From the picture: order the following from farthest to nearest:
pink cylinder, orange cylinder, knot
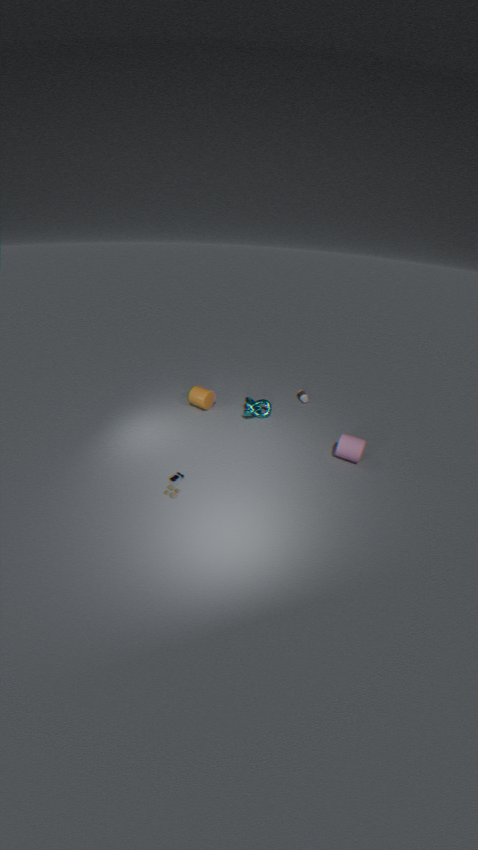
1. orange cylinder
2. knot
3. pink cylinder
